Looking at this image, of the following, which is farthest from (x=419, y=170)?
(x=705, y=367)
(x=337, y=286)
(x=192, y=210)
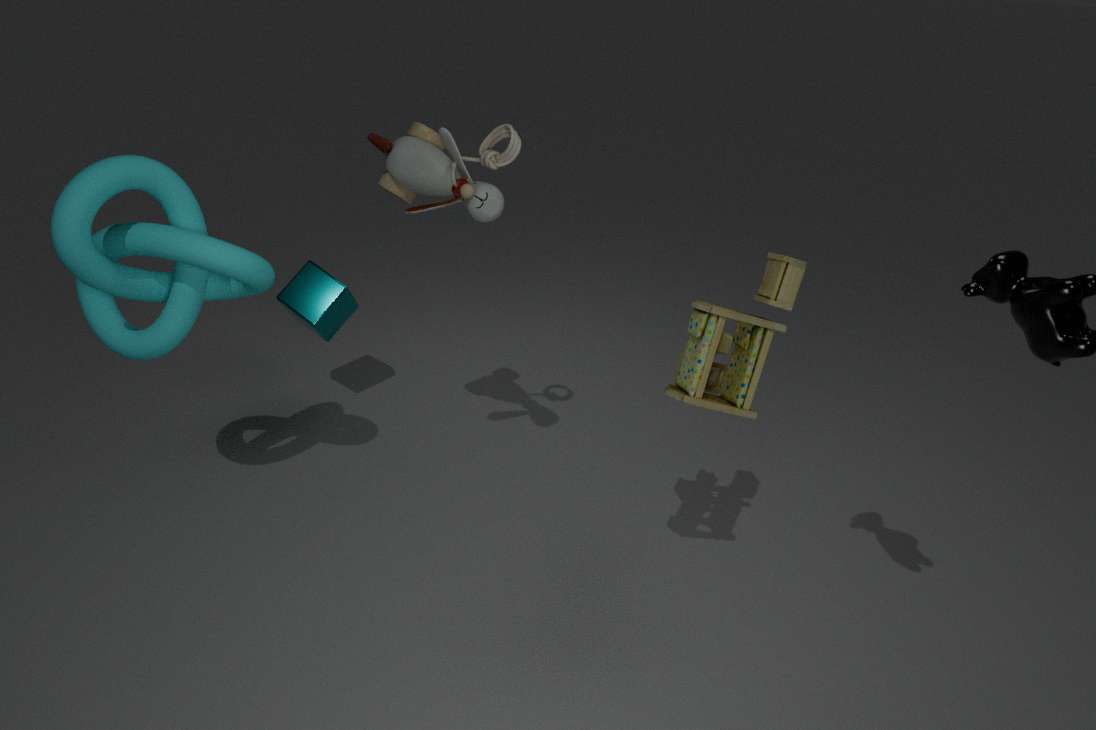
(x=705, y=367)
